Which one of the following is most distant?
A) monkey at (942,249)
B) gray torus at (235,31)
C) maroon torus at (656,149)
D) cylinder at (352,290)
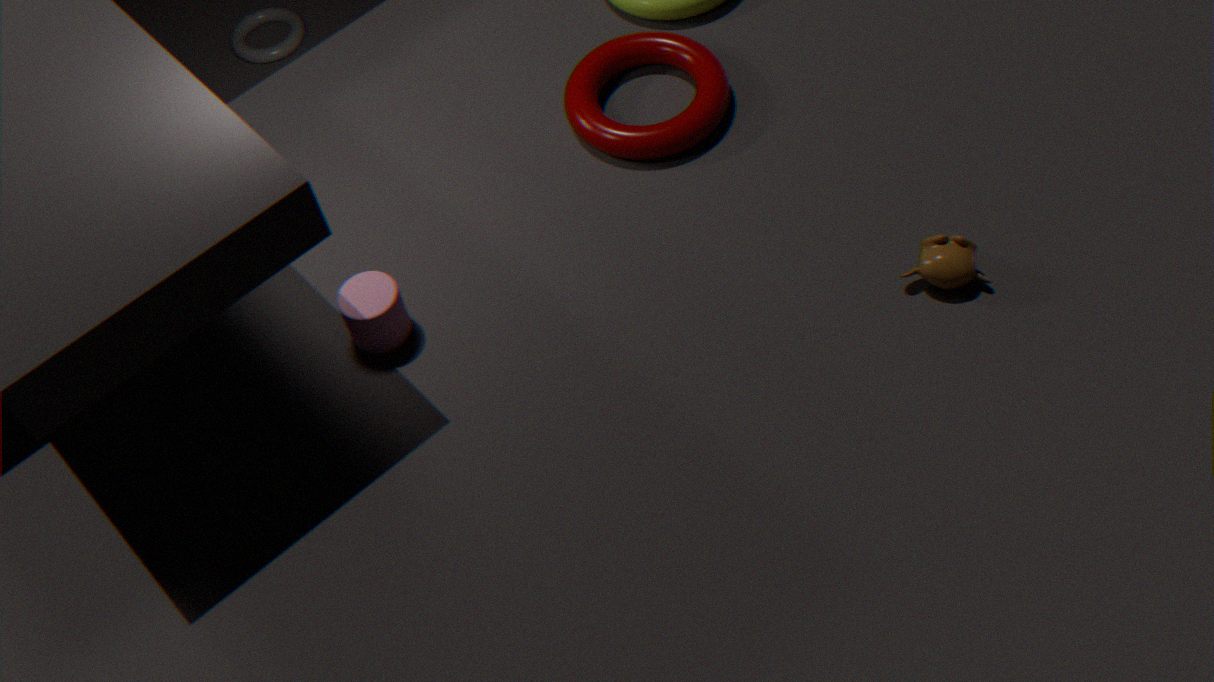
gray torus at (235,31)
